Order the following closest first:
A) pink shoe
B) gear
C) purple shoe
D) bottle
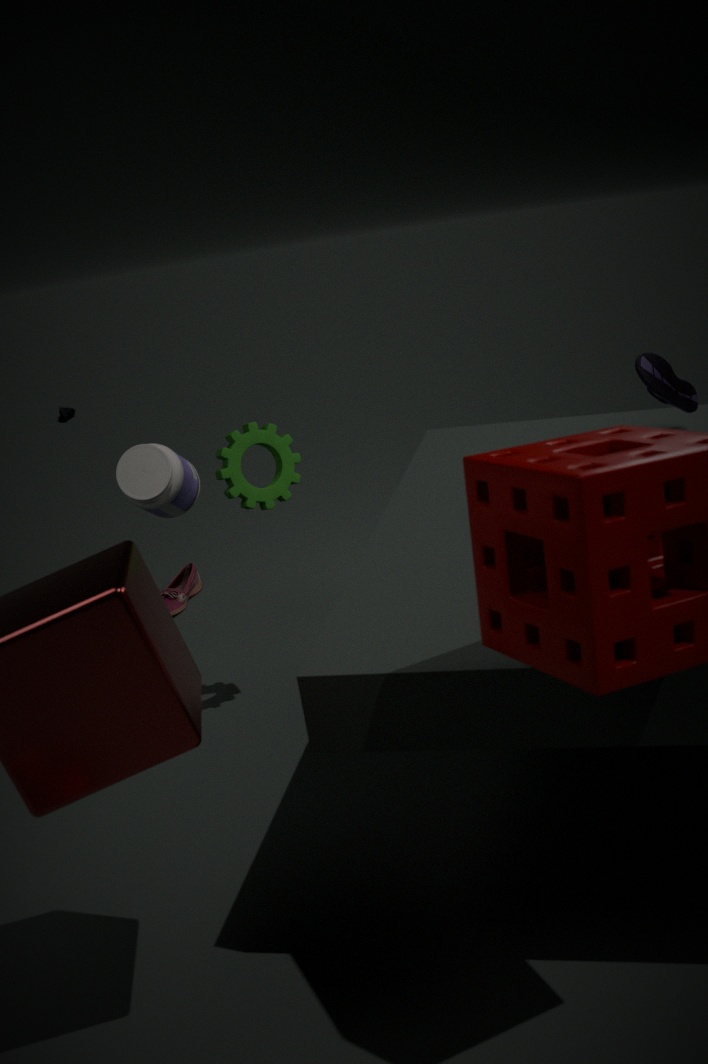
1. purple shoe
2. gear
3. bottle
4. pink shoe
